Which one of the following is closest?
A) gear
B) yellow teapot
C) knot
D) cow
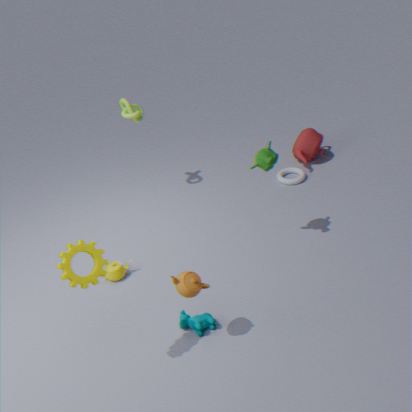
gear
